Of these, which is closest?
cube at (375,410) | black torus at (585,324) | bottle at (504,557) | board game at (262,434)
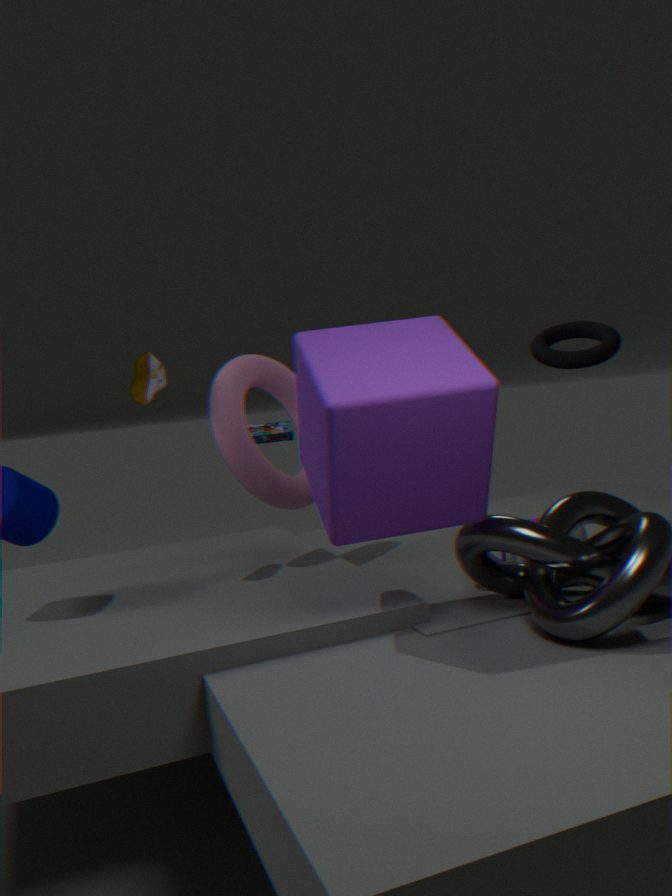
cube at (375,410)
